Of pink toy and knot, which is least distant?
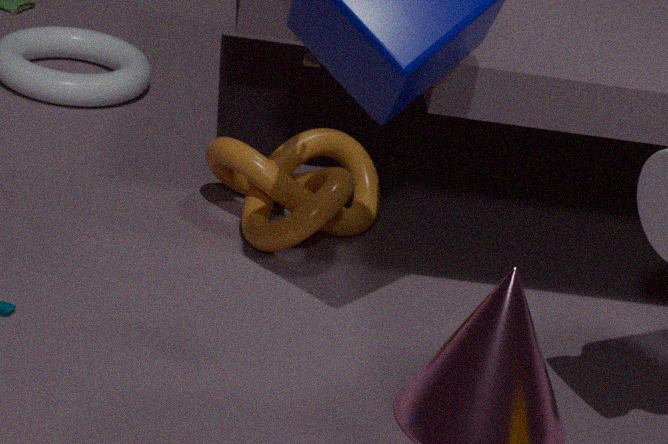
pink toy
